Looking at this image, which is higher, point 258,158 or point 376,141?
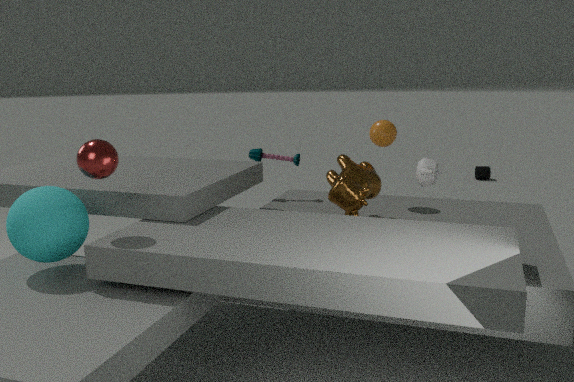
point 376,141
